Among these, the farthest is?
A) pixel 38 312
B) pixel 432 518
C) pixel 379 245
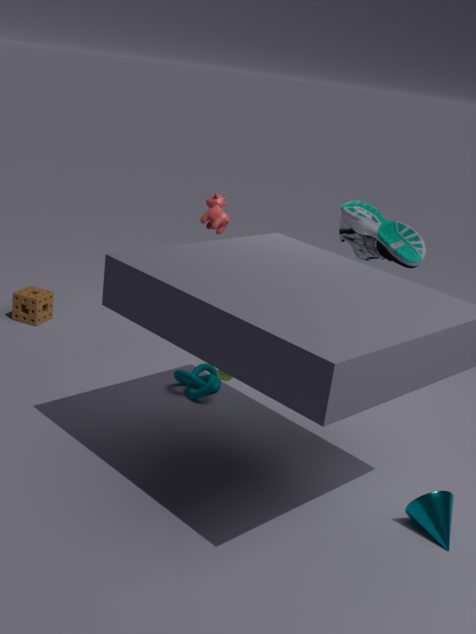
pixel 38 312
